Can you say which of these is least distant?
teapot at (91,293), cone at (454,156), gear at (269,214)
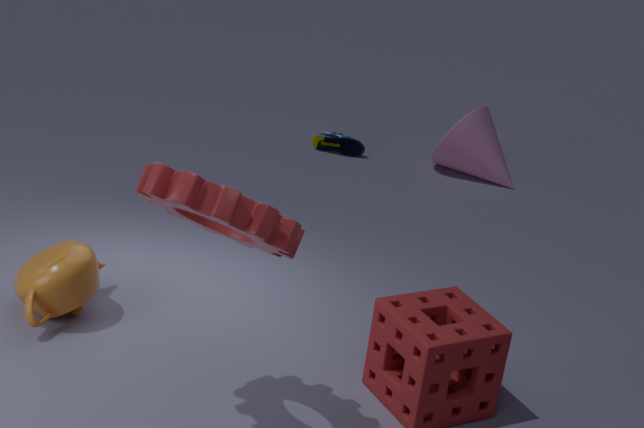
gear at (269,214)
